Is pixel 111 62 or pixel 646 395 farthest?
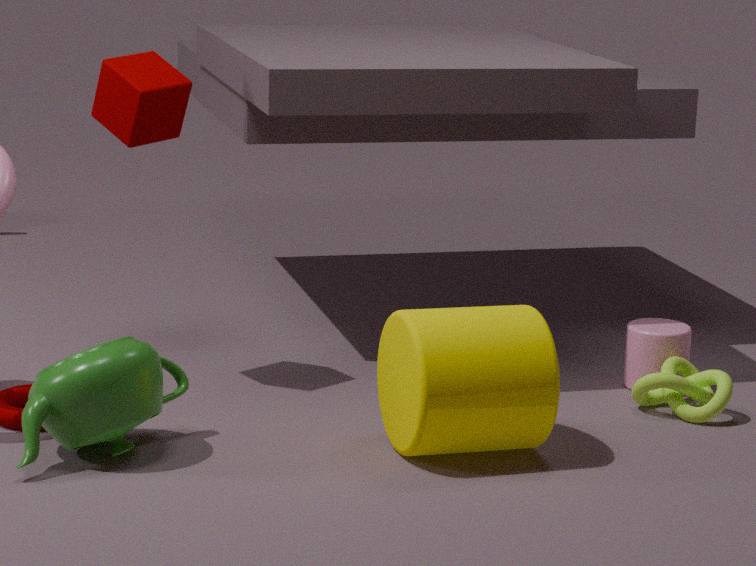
pixel 646 395
